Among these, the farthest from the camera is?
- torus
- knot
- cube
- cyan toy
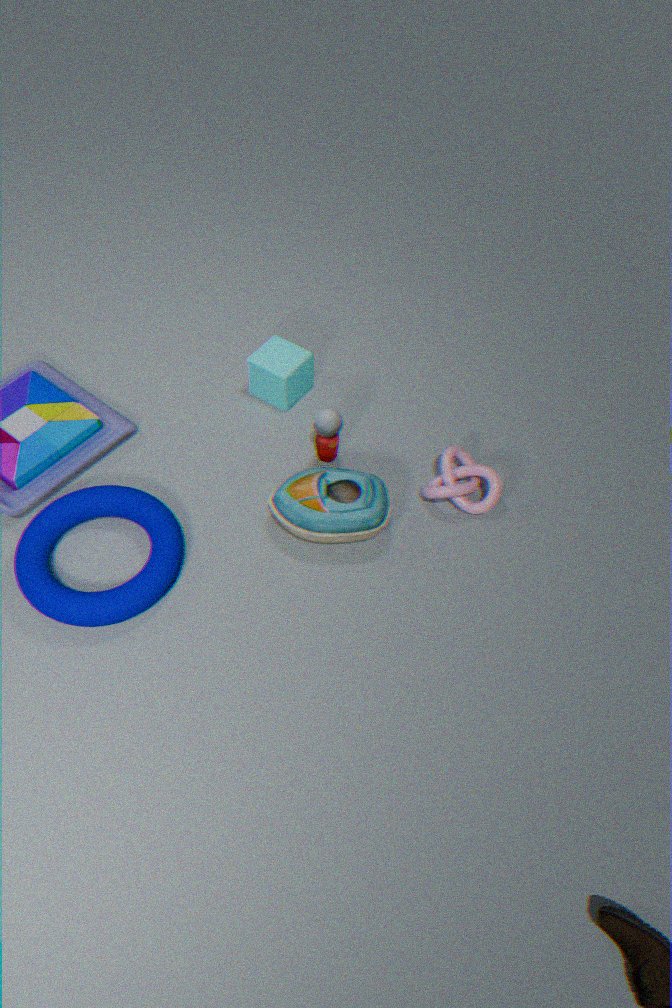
cube
